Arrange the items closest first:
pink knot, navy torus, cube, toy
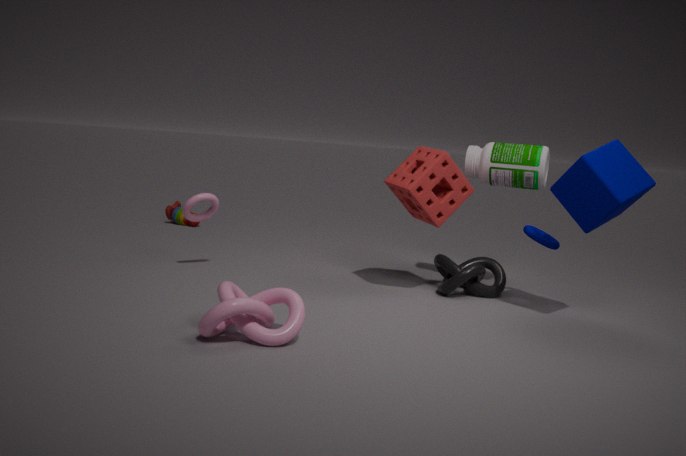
pink knot → cube → navy torus → toy
